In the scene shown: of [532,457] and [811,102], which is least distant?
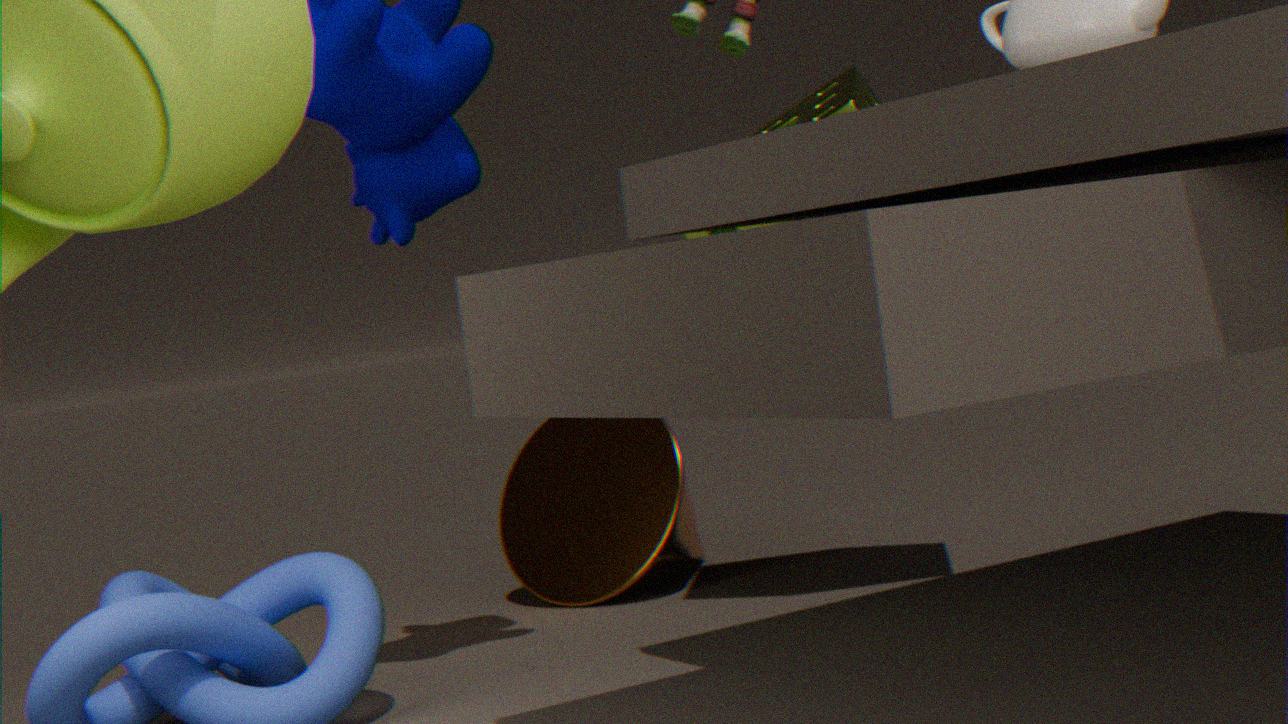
[811,102]
